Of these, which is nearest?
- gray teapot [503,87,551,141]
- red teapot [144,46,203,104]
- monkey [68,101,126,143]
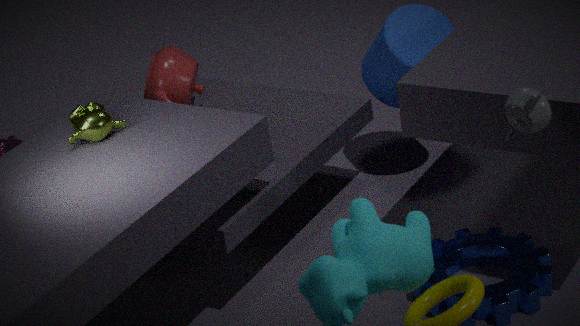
gray teapot [503,87,551,141]
